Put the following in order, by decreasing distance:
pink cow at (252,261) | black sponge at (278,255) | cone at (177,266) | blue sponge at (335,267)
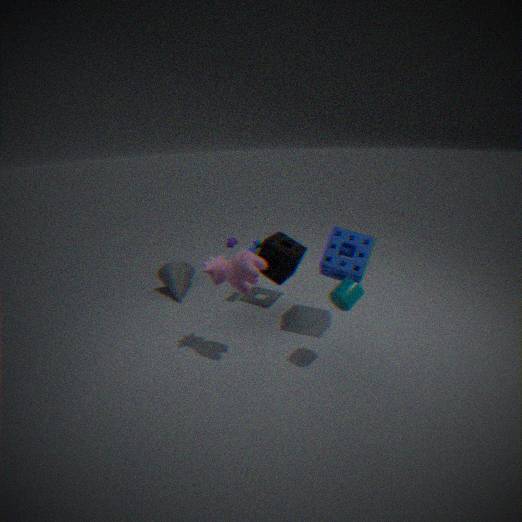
cone at (177,266) → black sponge at (278,255) → blue sponge at (335,267) → pink cow at (252,261)
